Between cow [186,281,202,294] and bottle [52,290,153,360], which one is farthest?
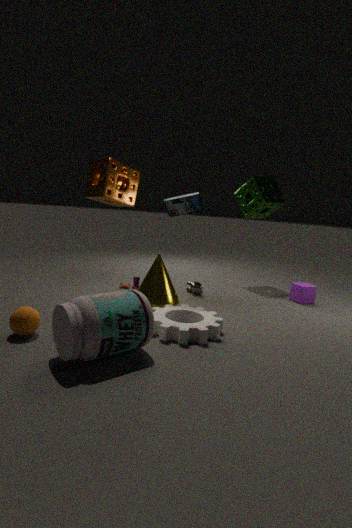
cow [186,281,202,294]
